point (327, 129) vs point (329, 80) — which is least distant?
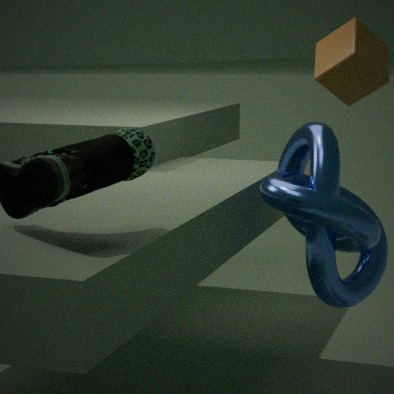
point (327, 129)
